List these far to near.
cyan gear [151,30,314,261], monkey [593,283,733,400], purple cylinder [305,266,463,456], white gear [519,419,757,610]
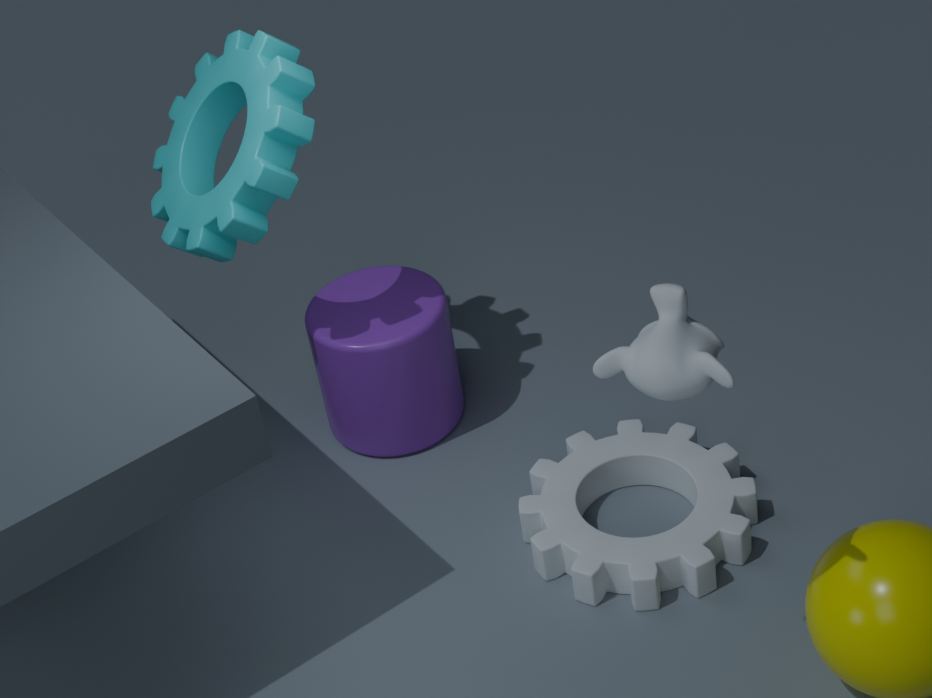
purple cylinder [305,266,463,456] < cyan gear [151,30,314,261] < white gear [519,419,757,610] < monkey [593,283,733,400]
